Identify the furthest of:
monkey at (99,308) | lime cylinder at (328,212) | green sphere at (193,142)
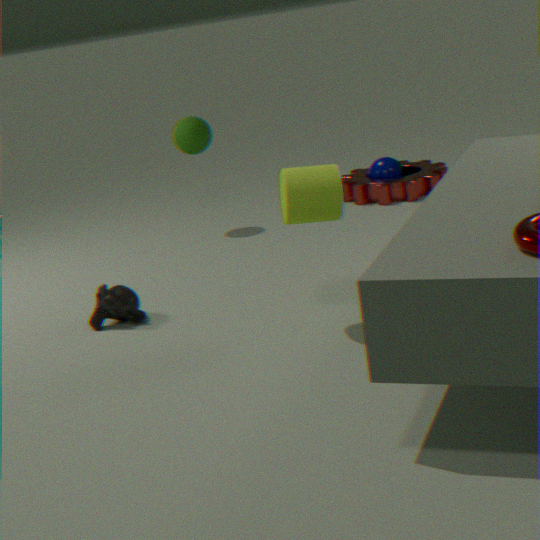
green sphere at (193,142)
